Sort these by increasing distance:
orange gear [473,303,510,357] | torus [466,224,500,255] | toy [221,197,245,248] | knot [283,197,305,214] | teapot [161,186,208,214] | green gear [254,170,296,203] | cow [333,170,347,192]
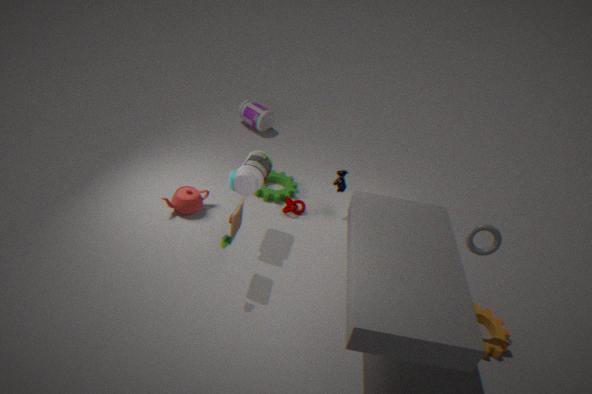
torus [466,224,500,255], toy [221,197,245,248], orange gear [473,303,510,357], teapot [161,186,208,214], cow [333,170,347,192], knot [283,197,305,214], green gear [254,170,296,203]
